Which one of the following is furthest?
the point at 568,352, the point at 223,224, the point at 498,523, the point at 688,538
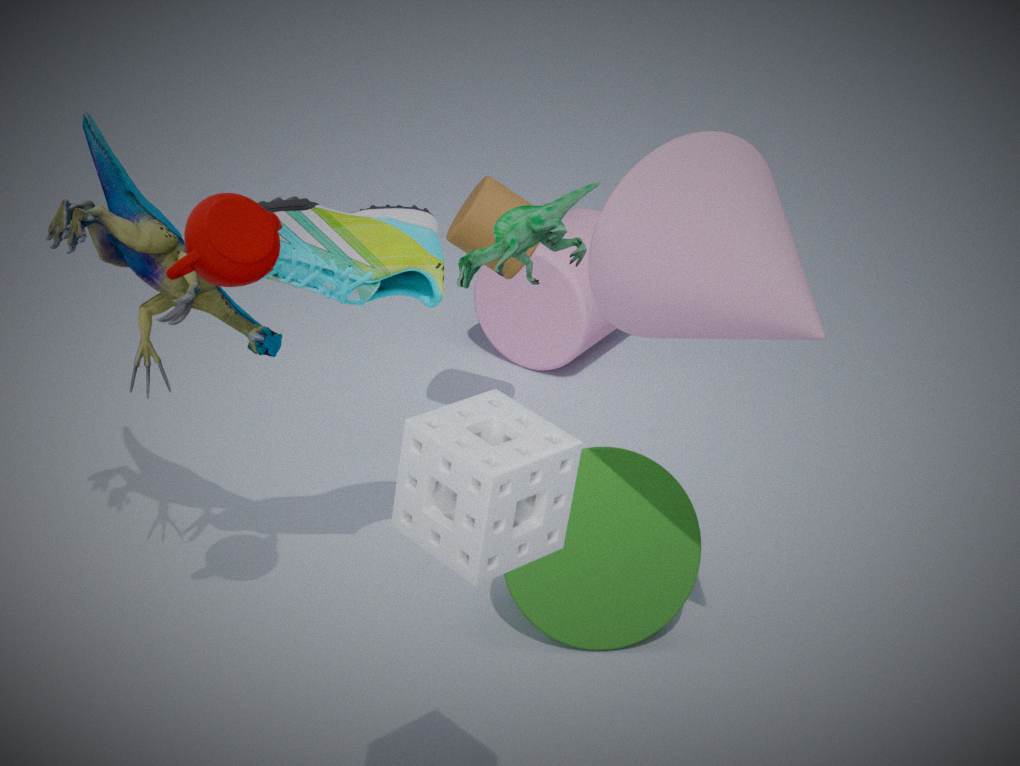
the point at 568,352
